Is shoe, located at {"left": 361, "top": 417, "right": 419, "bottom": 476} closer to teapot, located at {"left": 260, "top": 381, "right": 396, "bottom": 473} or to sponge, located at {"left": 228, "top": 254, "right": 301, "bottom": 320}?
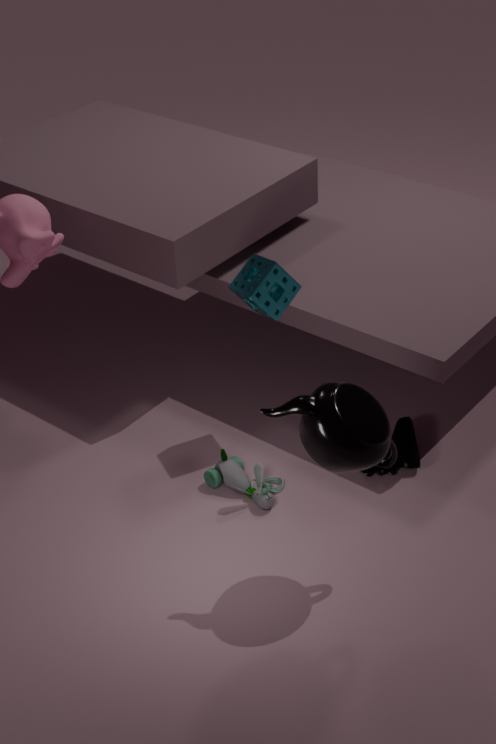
teapot, located at {"left": 260, "top": 381, "right": 396, "bottom": 473}
